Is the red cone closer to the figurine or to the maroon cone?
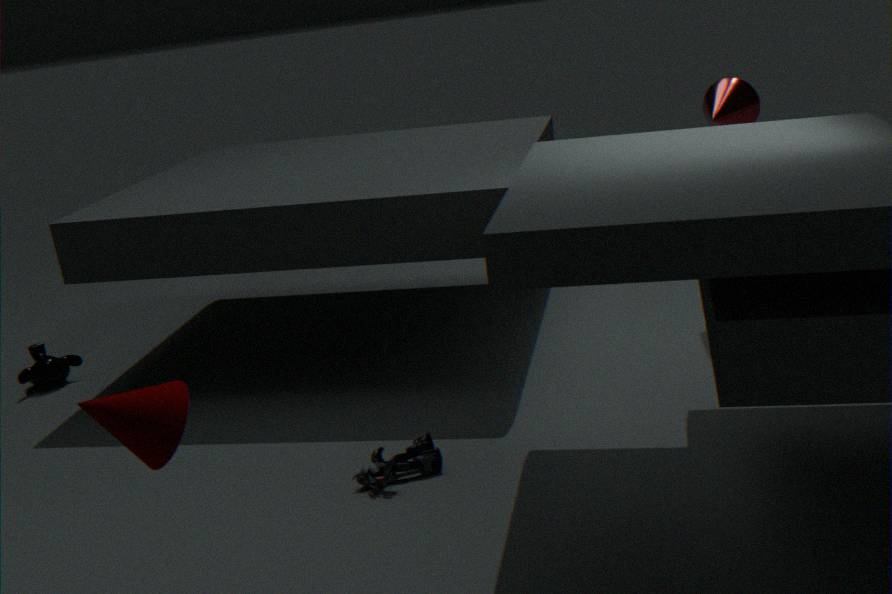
the figurine
